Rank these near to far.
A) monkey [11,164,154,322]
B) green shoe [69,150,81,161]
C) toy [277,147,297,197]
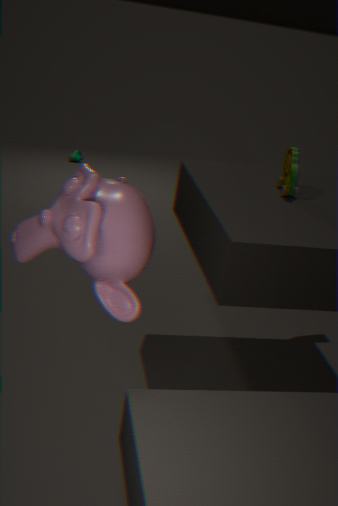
A. monkey [11,164,154,322], C. toy [277,147,297,197], B. green shoe [69,150,81,161]
